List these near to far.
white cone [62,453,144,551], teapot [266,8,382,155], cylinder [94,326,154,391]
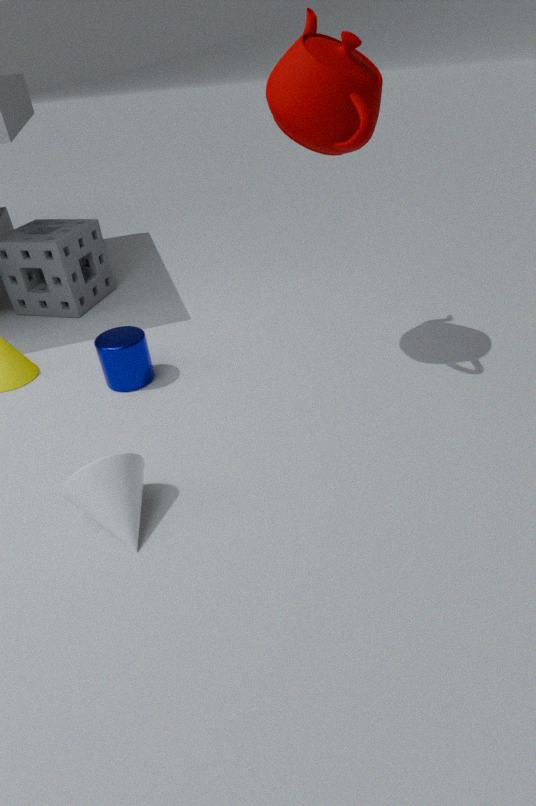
1. white cone [62,453,144,551]
2. teapot [266,8,382,155]
3. cylinder [94,326,154,391]
